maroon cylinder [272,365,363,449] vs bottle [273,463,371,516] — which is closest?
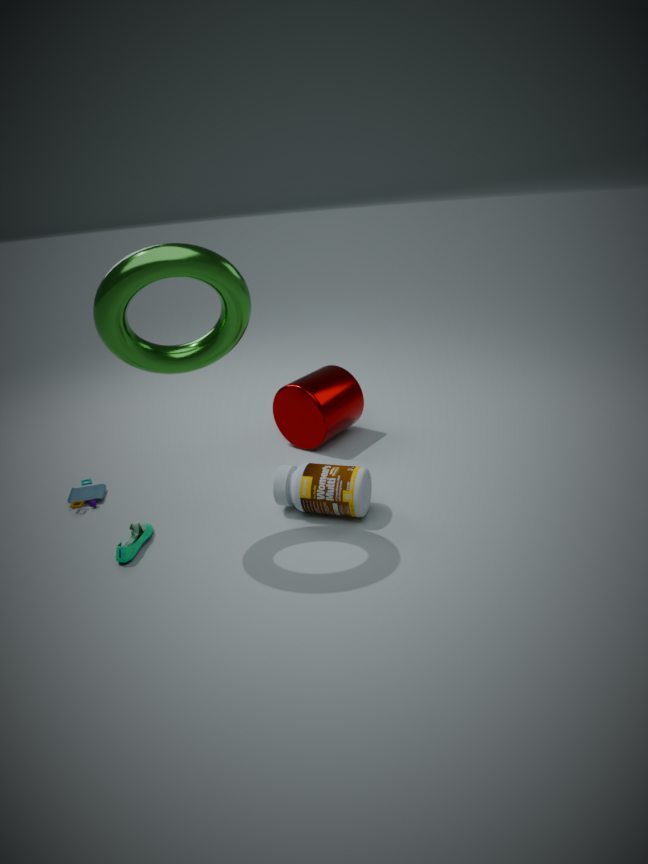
bottle [273,463,371,516]
